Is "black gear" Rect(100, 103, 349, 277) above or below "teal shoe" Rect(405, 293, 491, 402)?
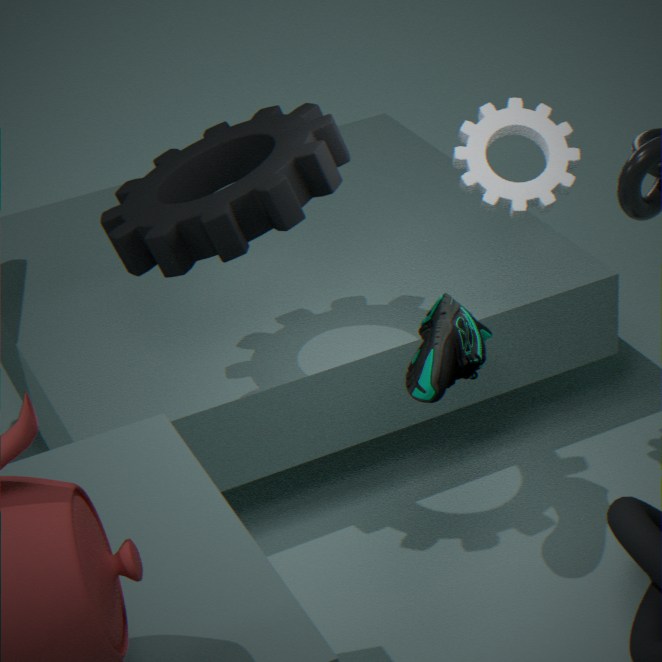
above
